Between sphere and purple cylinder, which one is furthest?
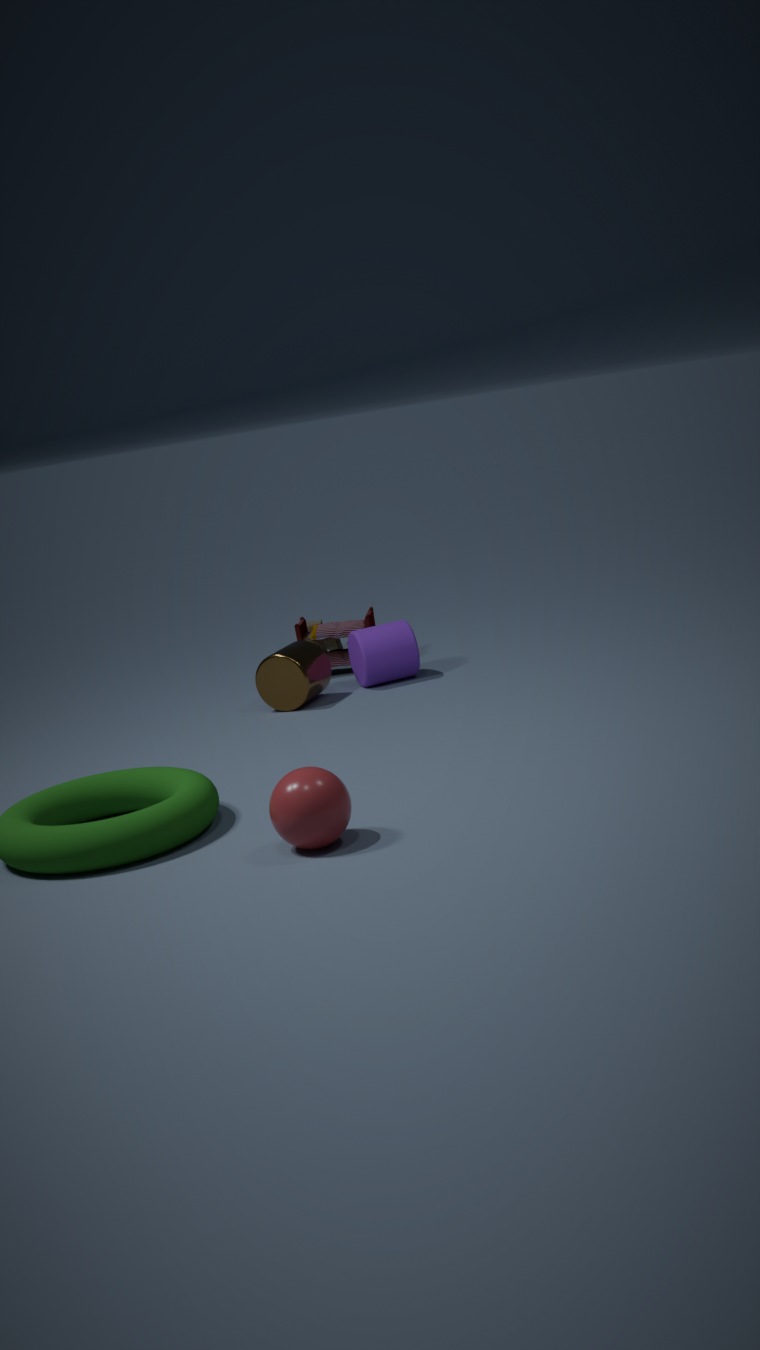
purple cylinder
